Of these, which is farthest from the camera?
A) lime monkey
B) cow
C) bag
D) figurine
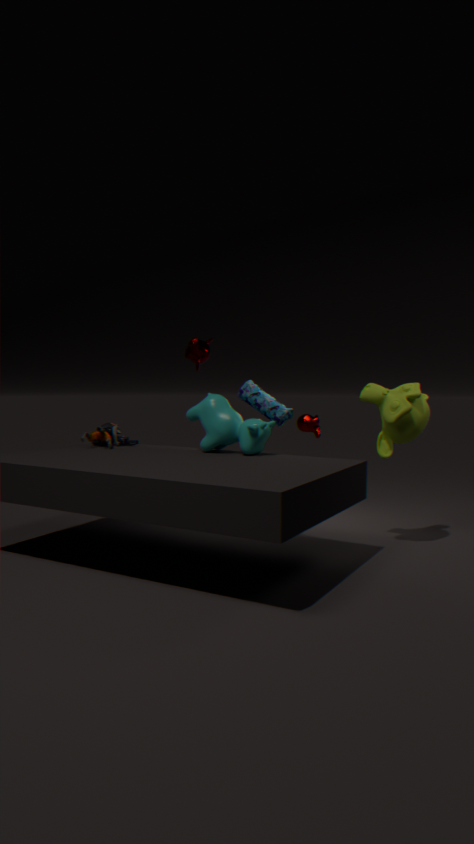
bag
